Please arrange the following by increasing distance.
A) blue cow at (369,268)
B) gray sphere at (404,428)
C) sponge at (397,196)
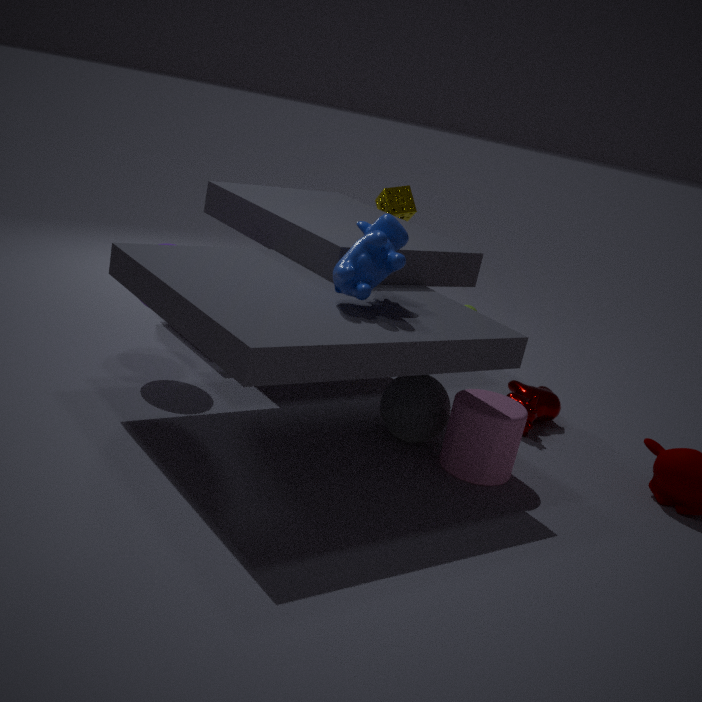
blue cow at (369,268) < gray sphere at (404,428) < sponge at (397,196)
